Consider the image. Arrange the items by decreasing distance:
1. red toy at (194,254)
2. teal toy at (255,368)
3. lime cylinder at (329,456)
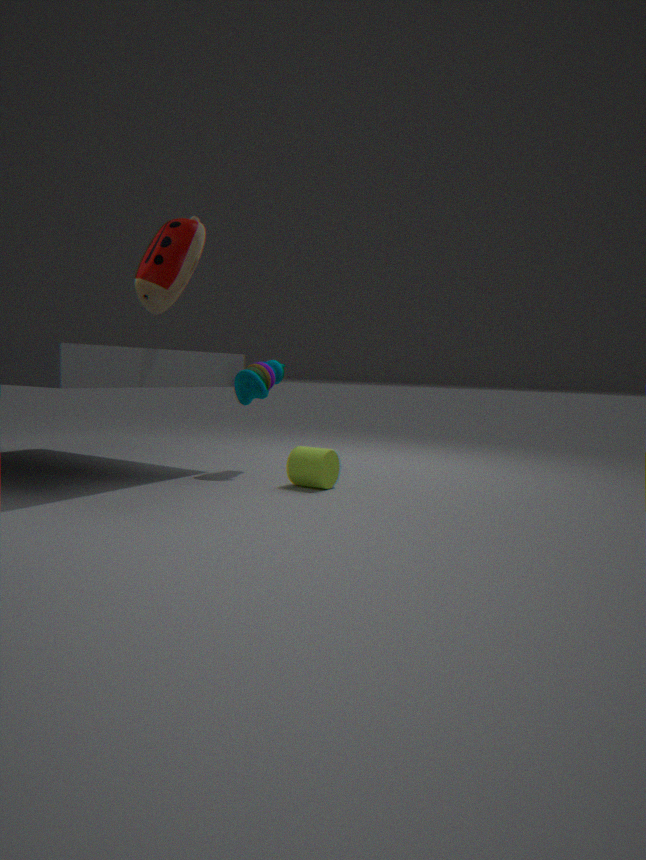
teal toy at (255,368) < lime cylinder at (329,456) < red toy at (194,254)
